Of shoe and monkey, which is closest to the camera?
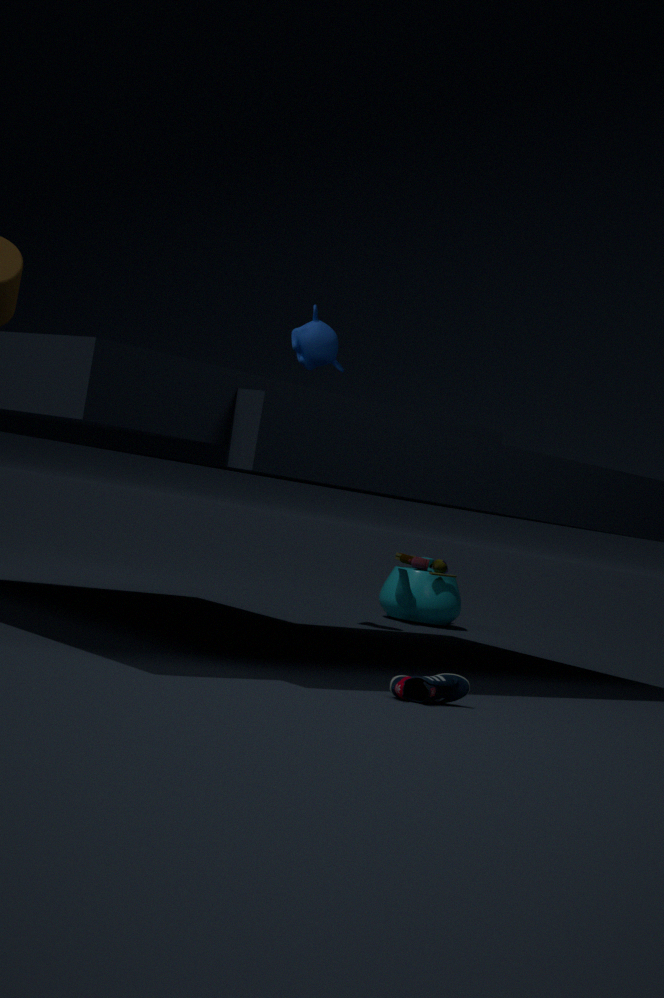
shoe
